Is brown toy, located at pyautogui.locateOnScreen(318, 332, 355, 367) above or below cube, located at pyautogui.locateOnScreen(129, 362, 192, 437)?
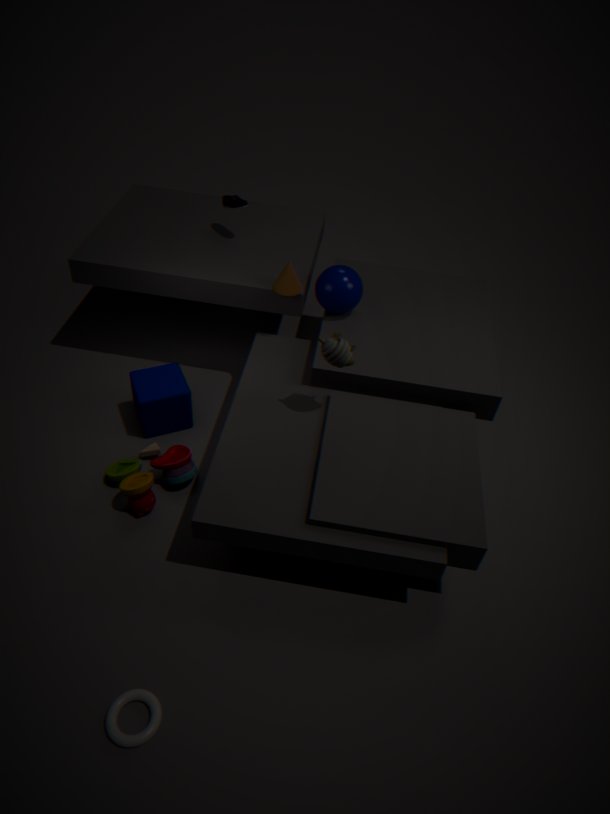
above
